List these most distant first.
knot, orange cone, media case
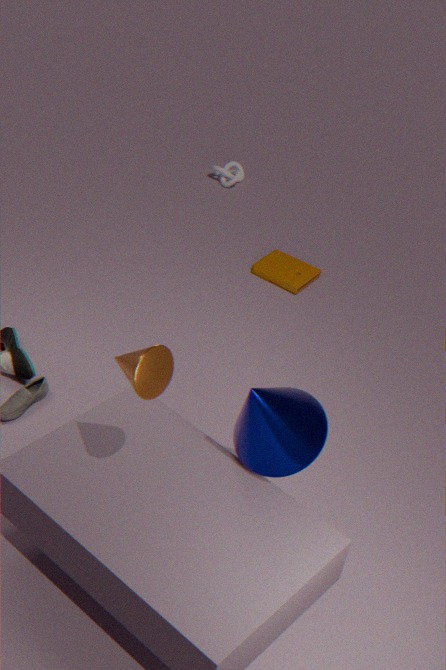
knot → media case → orange cone
